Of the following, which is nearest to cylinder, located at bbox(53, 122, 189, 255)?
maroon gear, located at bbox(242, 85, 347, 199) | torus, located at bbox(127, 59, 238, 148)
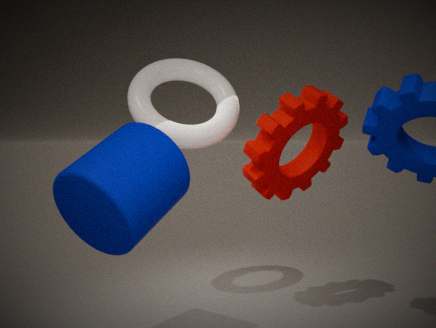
torus, located at bbox(127, 59, 238, 148)
